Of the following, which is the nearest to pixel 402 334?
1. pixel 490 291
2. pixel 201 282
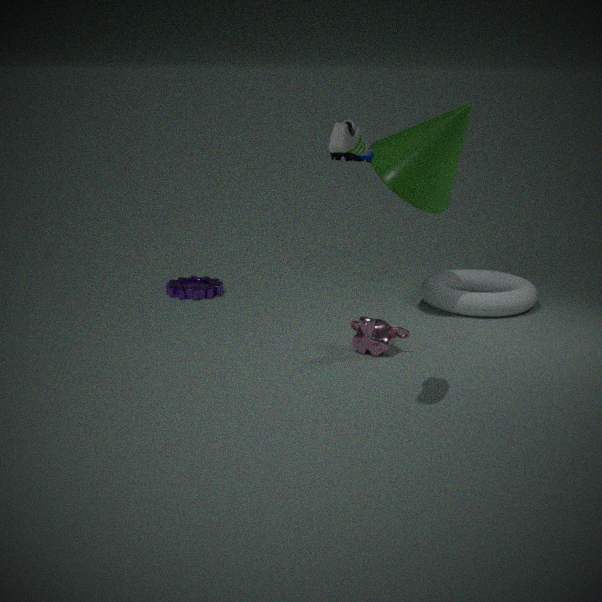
pixel 490 291
